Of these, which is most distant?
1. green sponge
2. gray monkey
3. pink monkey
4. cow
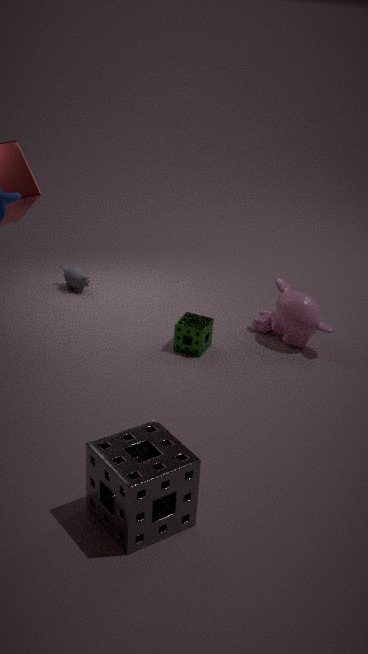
gray monkey
